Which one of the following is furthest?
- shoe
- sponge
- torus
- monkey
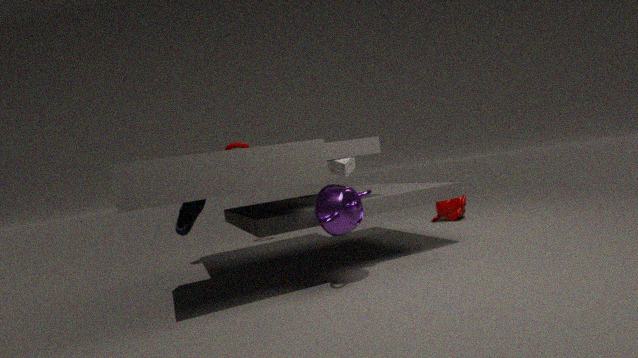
monkey
